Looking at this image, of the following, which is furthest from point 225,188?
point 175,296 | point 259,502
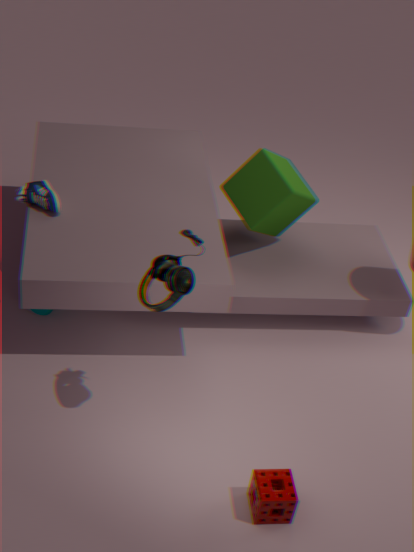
point 259,502
